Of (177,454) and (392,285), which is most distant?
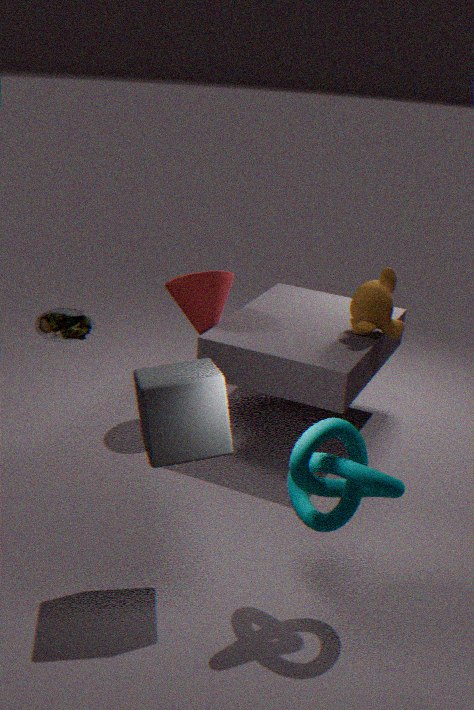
(392,285)
